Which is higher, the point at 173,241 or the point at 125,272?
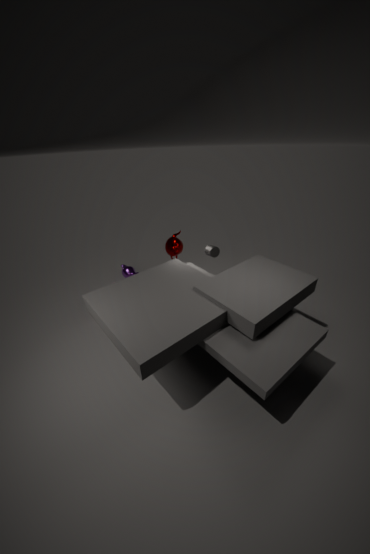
the point at 173,241
